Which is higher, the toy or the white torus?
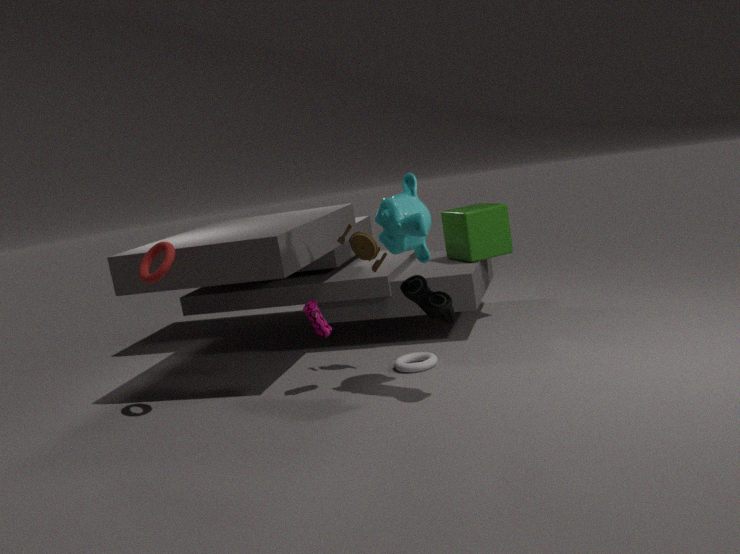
the toy
